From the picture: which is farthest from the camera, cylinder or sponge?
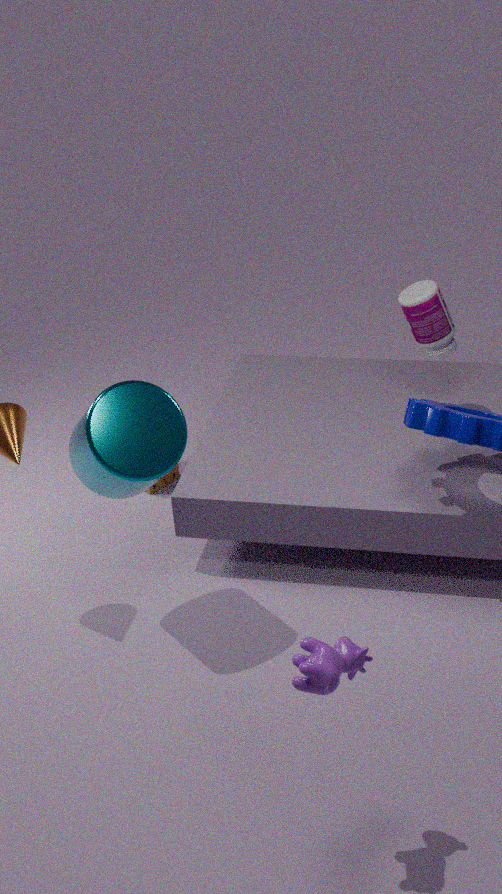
sponge
